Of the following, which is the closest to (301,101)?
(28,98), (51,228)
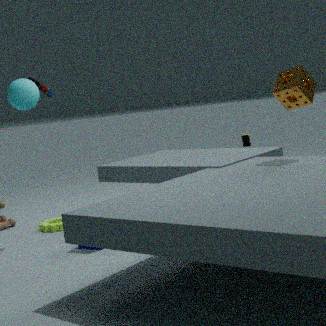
(28,98)
